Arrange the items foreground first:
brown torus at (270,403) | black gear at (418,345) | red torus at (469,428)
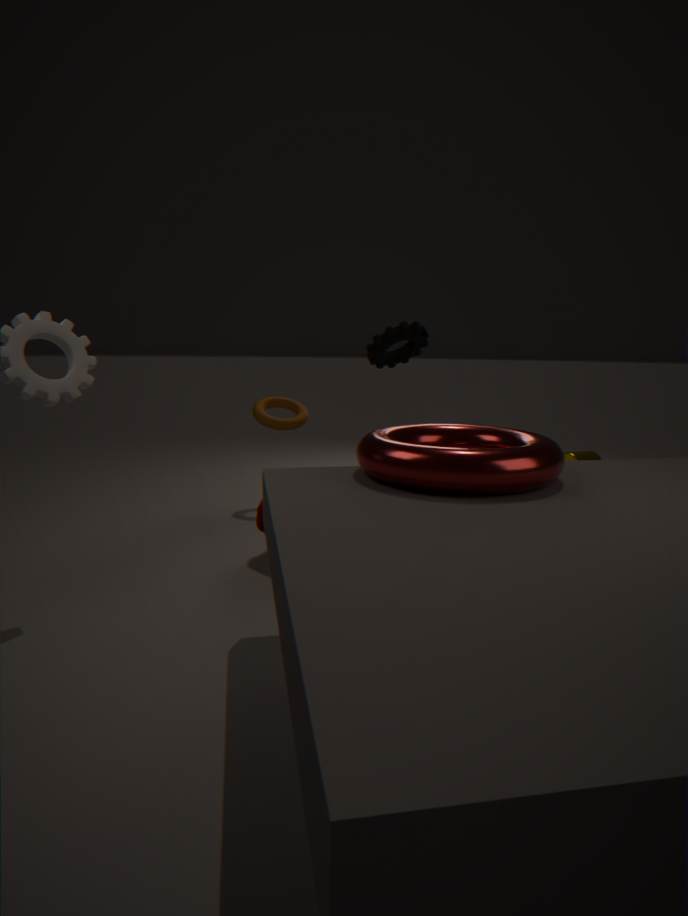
red torus at (469,428), black gear at (418,345), brown torus at (270,403)
